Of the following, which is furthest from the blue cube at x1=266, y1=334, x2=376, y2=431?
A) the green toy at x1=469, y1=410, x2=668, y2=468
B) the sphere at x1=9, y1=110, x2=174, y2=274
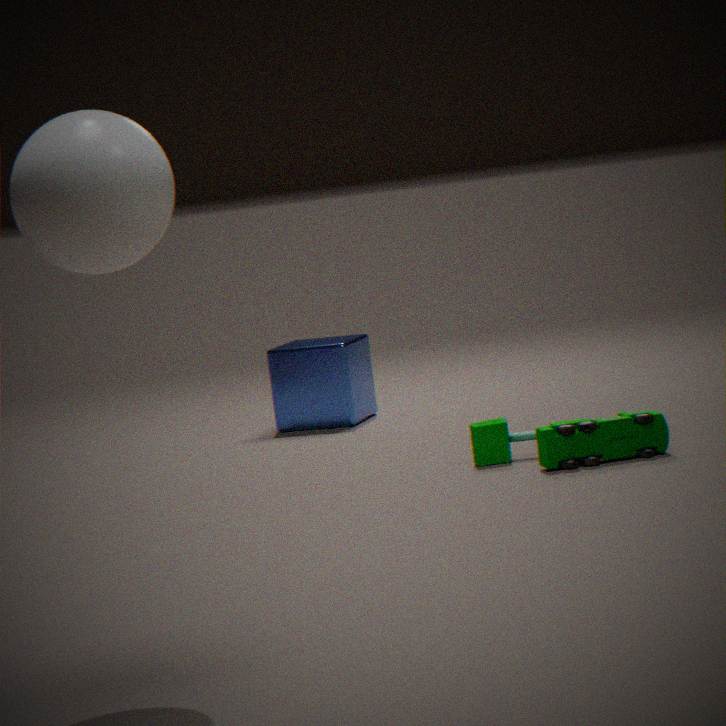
the sphere at x1=9, y1=110, x2=174, y2=274
